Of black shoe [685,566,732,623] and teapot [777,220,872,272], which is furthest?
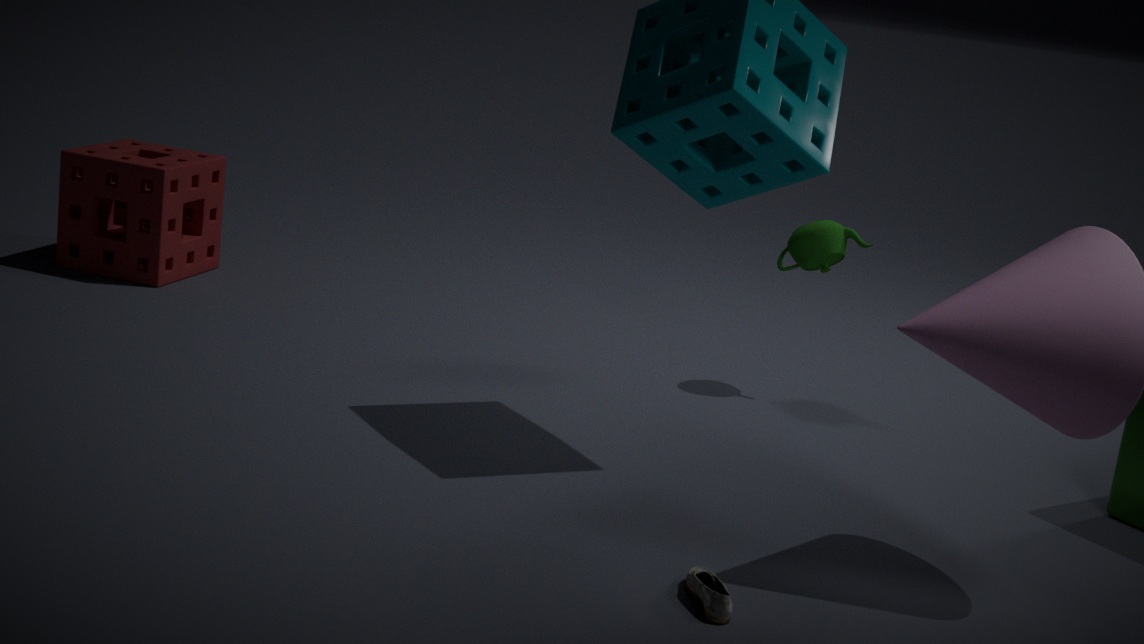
teapot [777,220,872,272]
